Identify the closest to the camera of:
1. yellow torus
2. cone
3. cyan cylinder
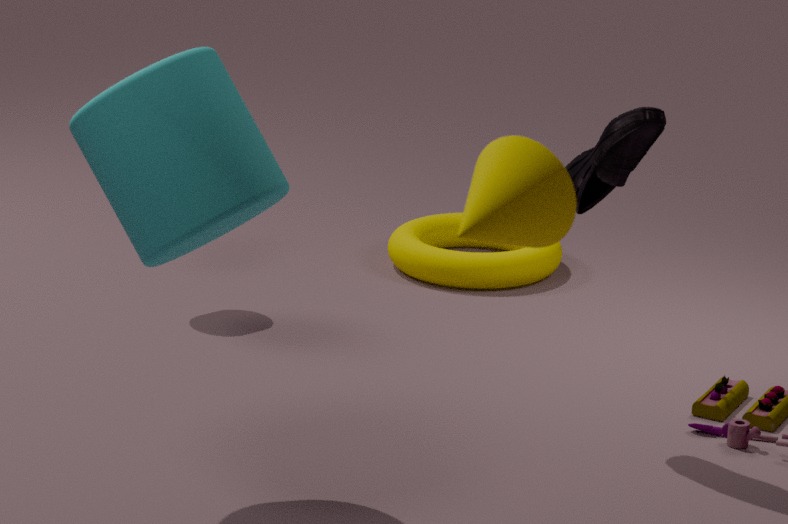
cone
